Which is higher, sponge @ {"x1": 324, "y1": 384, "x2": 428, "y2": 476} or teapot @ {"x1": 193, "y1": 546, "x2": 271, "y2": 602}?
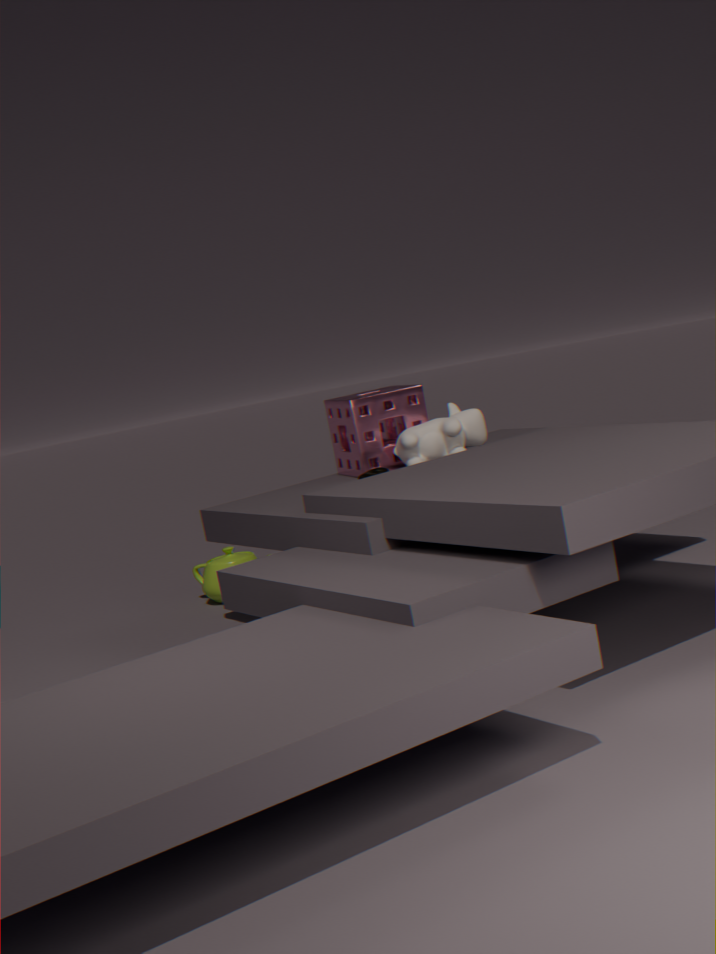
sponge @ {"x1": 324, "y1": 384, "x2": 428, "y2": 476}
